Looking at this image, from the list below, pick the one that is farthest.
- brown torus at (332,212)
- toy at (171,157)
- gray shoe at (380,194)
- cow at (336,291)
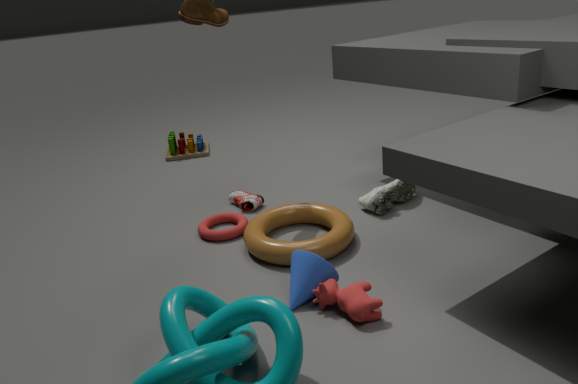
toy at (171,157)
